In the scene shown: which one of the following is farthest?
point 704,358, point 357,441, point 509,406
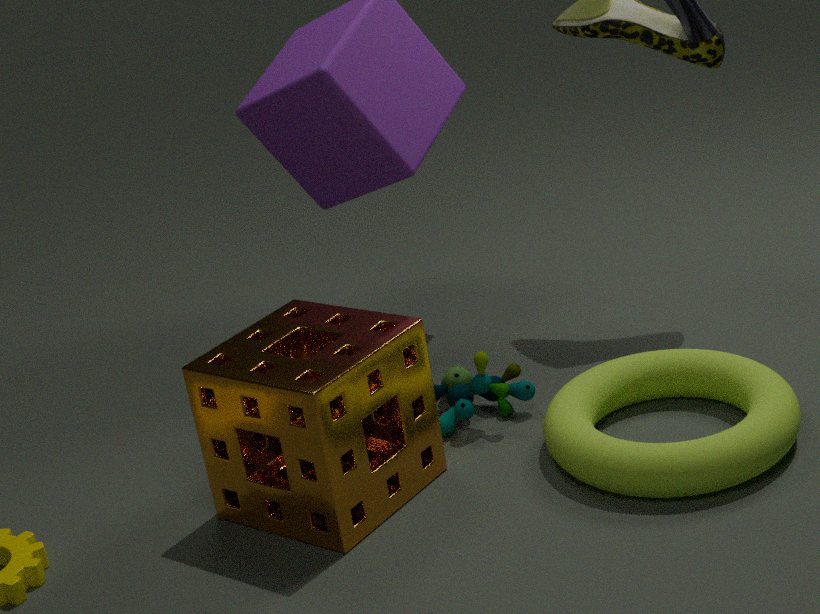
point 509,406
